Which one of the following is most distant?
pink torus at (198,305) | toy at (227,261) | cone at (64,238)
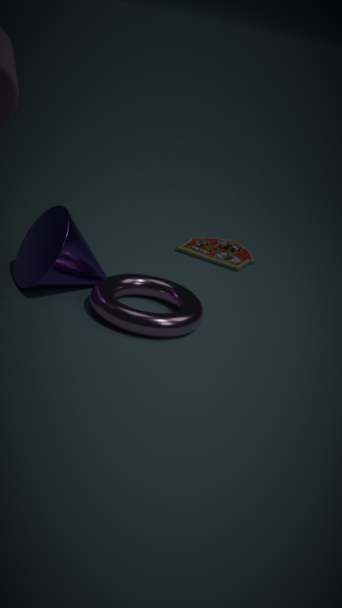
toy at (227,261)
